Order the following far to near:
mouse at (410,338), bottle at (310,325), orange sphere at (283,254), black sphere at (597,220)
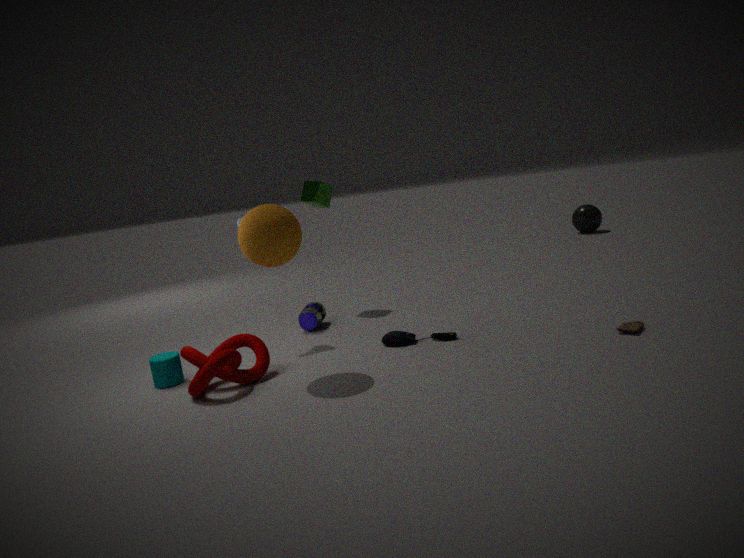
black sphere at (597,220) < bottle at (310,325) < mouse at (410,338) < orange sphere at (283,254)
